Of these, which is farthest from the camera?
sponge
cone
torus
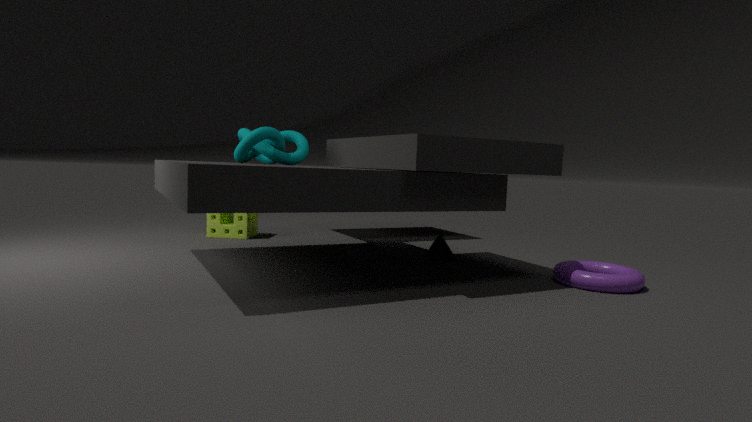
sponge
